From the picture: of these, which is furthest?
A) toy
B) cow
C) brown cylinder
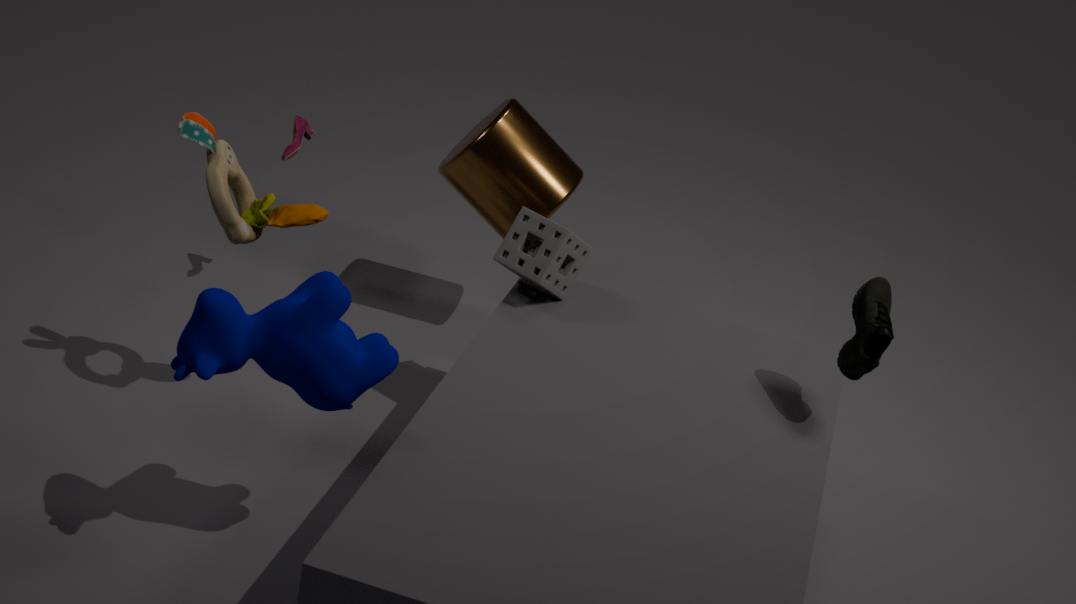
brown cylinder
